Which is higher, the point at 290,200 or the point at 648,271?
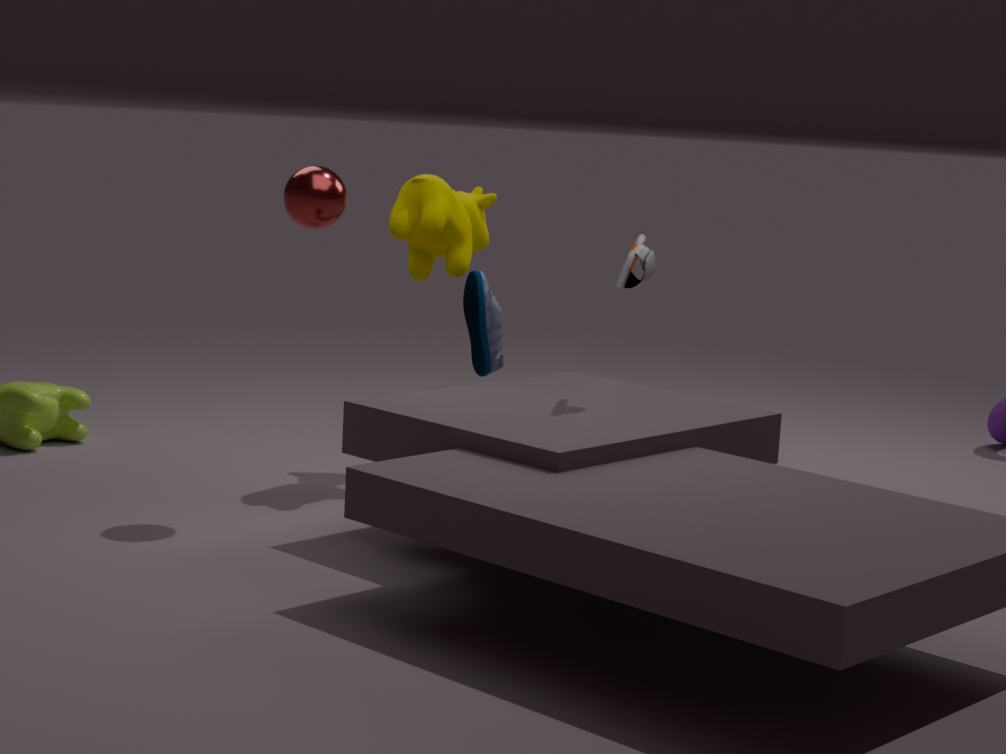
the point at 290,200
